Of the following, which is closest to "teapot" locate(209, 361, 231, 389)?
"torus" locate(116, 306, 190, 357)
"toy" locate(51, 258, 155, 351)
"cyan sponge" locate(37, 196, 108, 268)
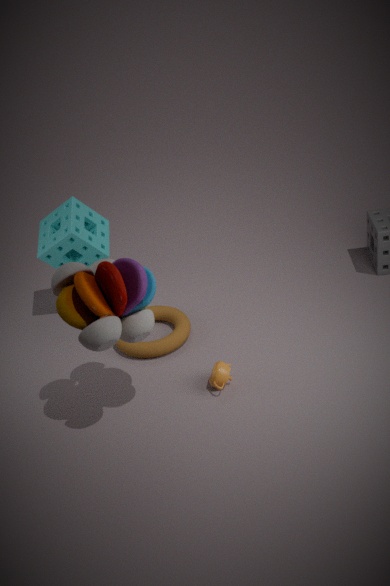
"torus" locate(116, 306, 190, 357)
